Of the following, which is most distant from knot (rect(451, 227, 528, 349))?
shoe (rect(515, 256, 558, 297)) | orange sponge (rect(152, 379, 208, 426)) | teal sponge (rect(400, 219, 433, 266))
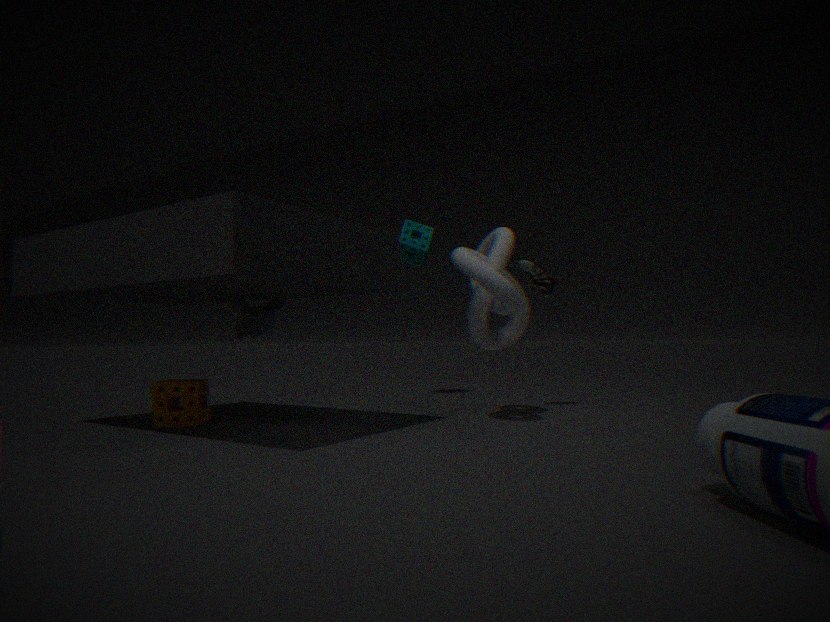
orange sponge (rect(152, 379, 208, 426))
